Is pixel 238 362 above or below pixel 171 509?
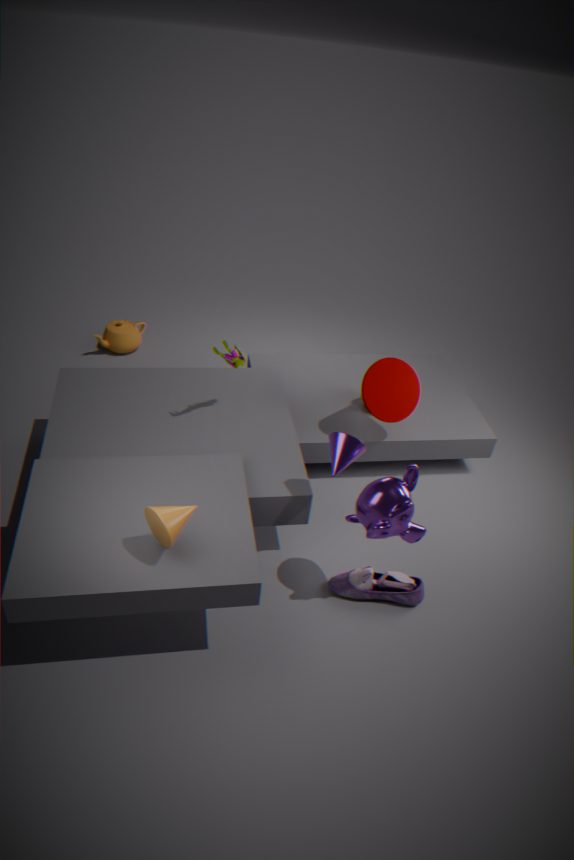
above
